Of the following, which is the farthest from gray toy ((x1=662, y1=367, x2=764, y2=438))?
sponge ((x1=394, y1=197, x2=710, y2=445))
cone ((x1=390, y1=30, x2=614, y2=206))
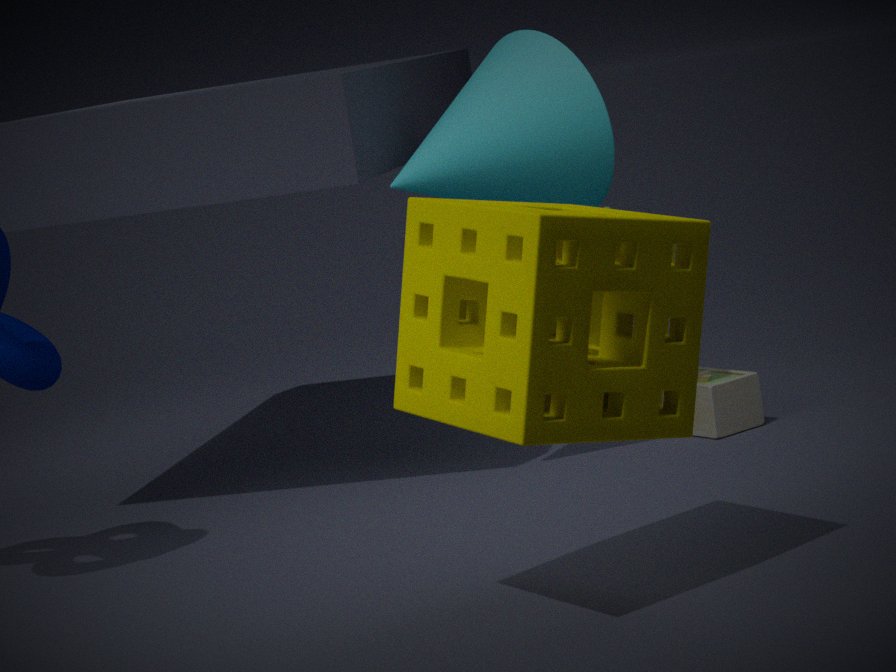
sponge ((x1=394, y1=197, x2=710, y2=445))
